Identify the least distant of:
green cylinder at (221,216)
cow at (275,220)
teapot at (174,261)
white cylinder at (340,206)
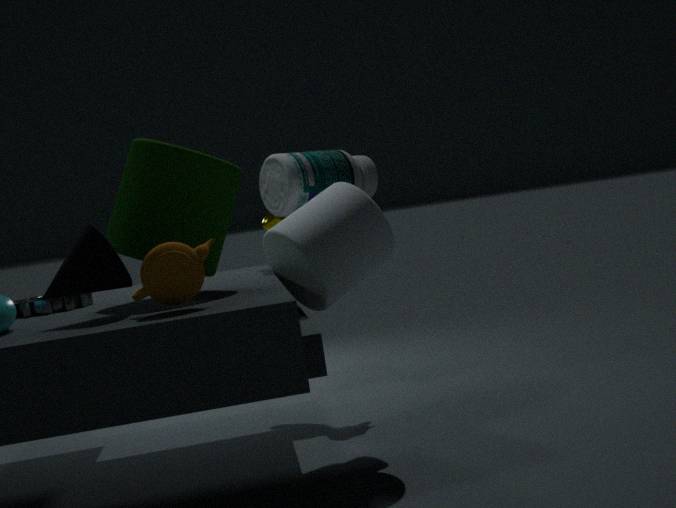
teapot at (174,261)
